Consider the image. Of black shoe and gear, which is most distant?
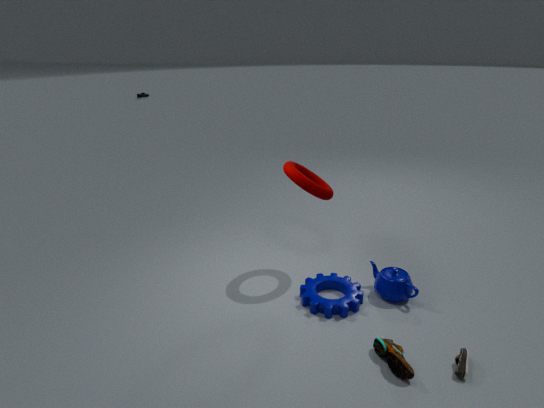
gear
